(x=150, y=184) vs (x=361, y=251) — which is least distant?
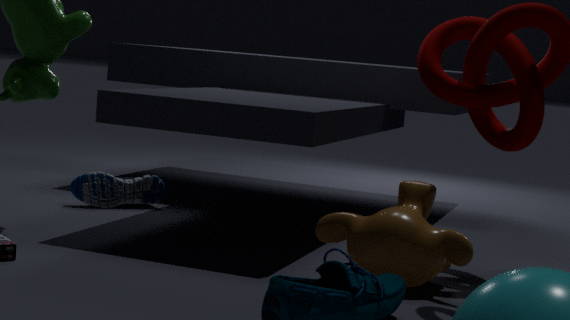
(x=361, y=251)
